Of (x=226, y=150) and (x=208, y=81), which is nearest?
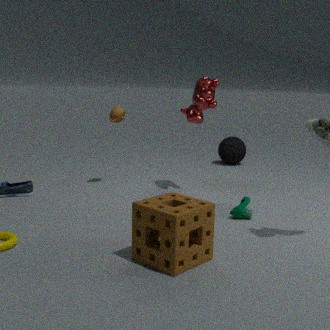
(x=208, y=81)
